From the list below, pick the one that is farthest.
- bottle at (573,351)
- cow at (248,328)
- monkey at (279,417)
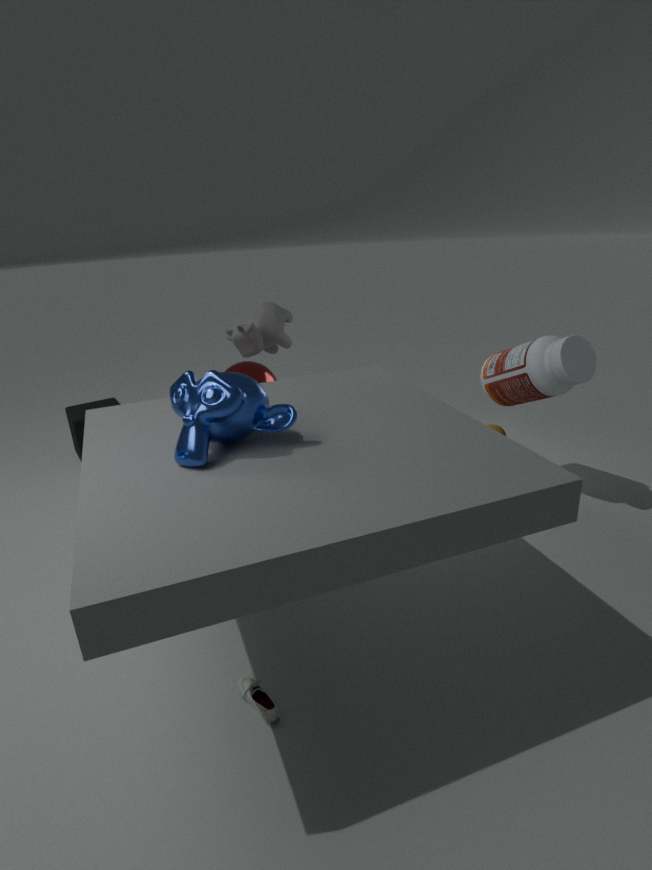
cow at (248,328)
